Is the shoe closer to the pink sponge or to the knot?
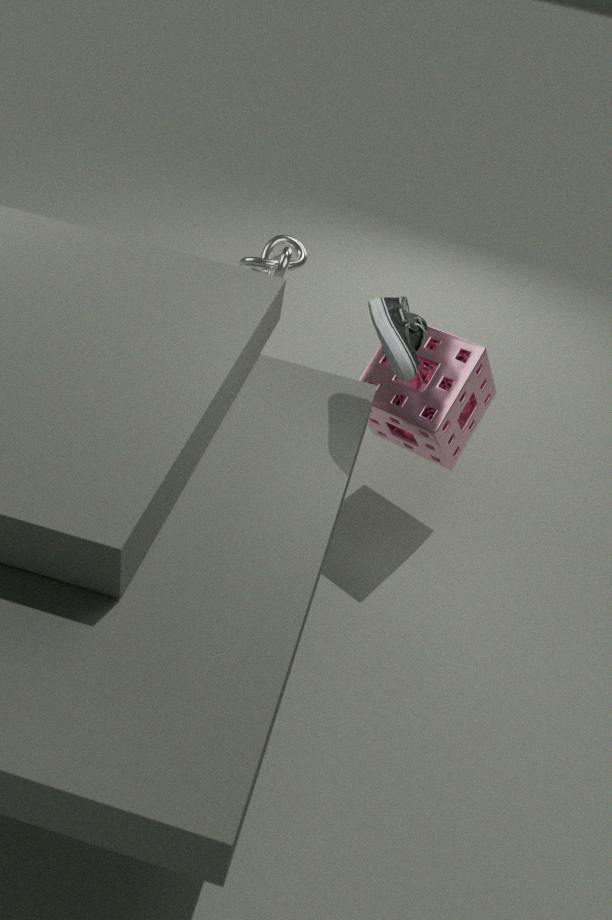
the pink sponge
